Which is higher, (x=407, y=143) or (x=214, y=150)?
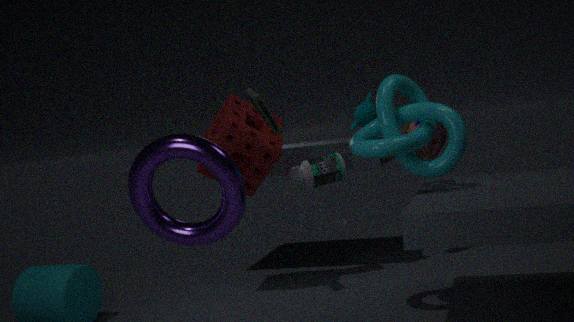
(x=407, y=143)
